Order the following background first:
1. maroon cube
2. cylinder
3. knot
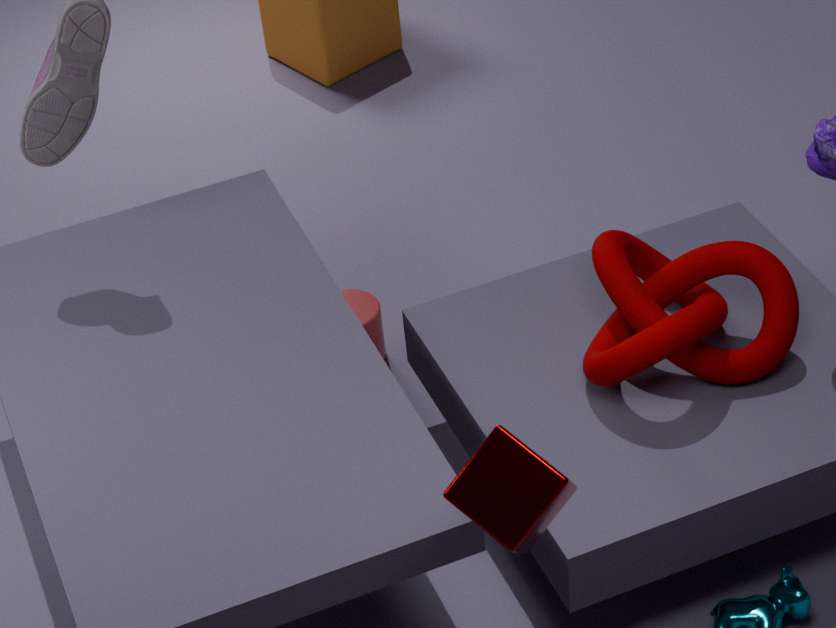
1. cylinder
2. knot
3. maroon cube
